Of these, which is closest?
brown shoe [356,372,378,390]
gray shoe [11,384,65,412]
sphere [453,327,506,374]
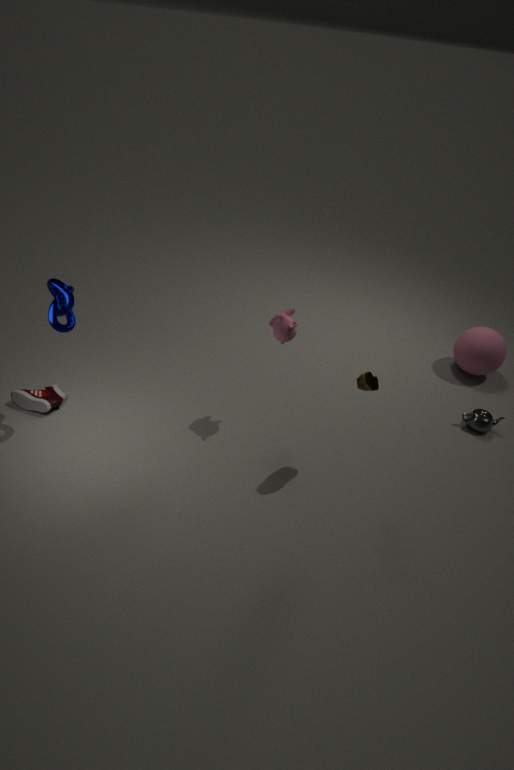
brown shoe [356,372,378,390]
